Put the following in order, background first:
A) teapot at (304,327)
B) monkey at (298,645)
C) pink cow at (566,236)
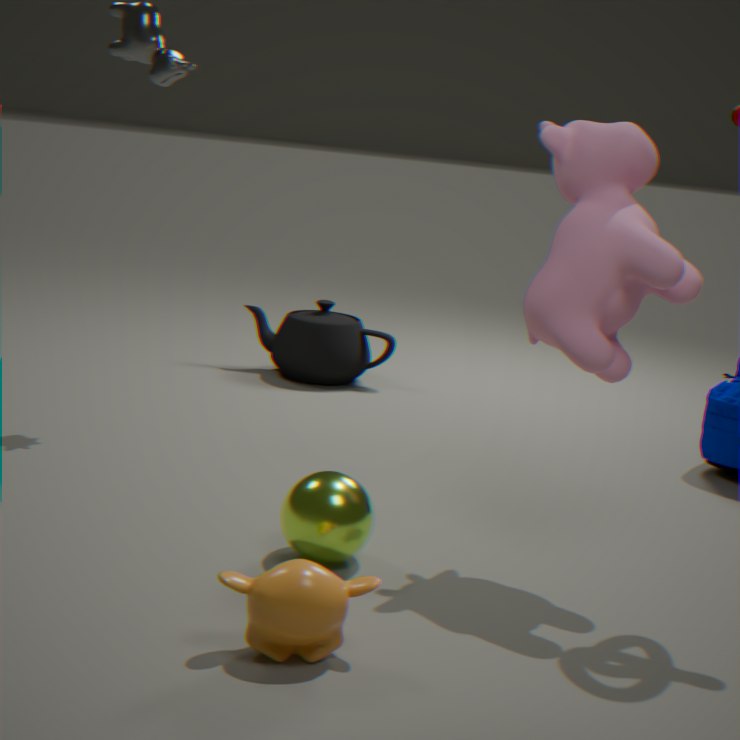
teapot at (304,327) → pink cow at (566,236) → monkey at (298,645)
